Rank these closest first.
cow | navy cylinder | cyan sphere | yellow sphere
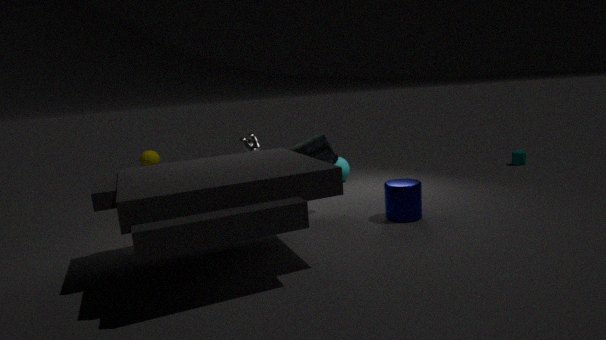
navy cylinder < cow < cyan sphere < yellow sphere
